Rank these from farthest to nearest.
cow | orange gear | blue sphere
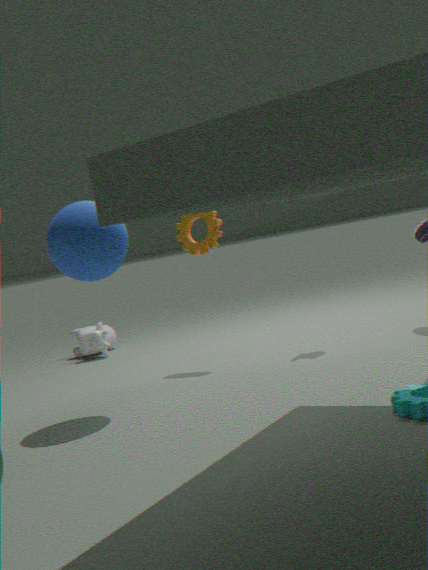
cow → orange gear → blue sphere
